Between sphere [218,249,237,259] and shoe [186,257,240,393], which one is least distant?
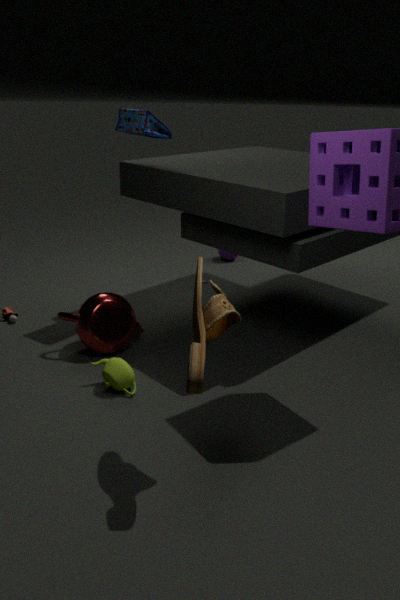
shoe [186,257,240,393]
